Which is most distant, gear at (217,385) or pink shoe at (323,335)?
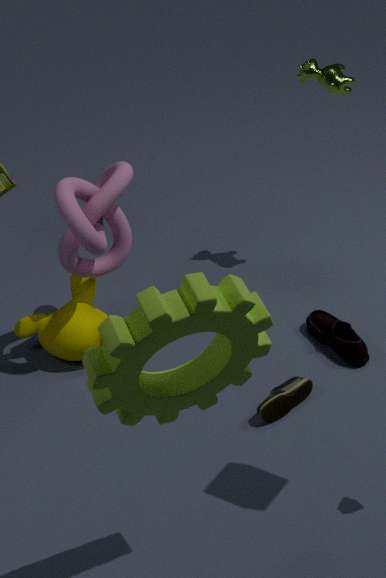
pink shoe at (323,335)
